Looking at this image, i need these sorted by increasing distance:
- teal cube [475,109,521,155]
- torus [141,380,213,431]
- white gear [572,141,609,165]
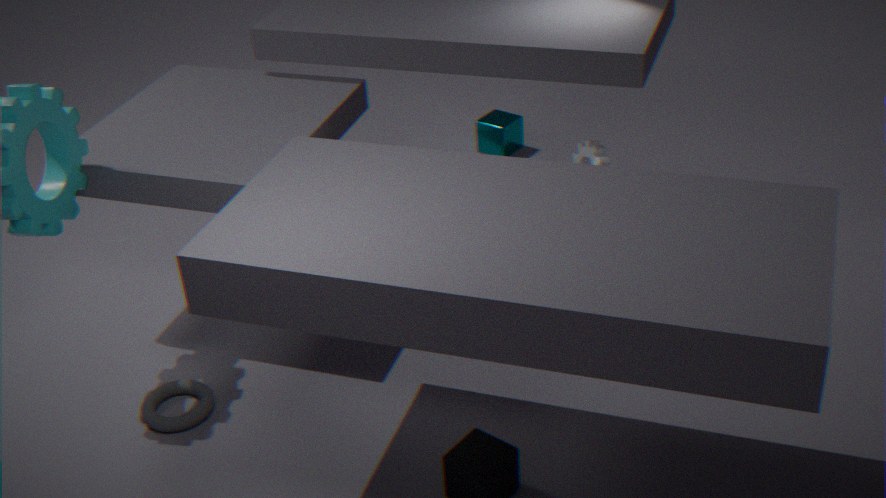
torus [141,380,213,431] < white gear [572,141,609,165] < teal cube [475,109,521,155]
